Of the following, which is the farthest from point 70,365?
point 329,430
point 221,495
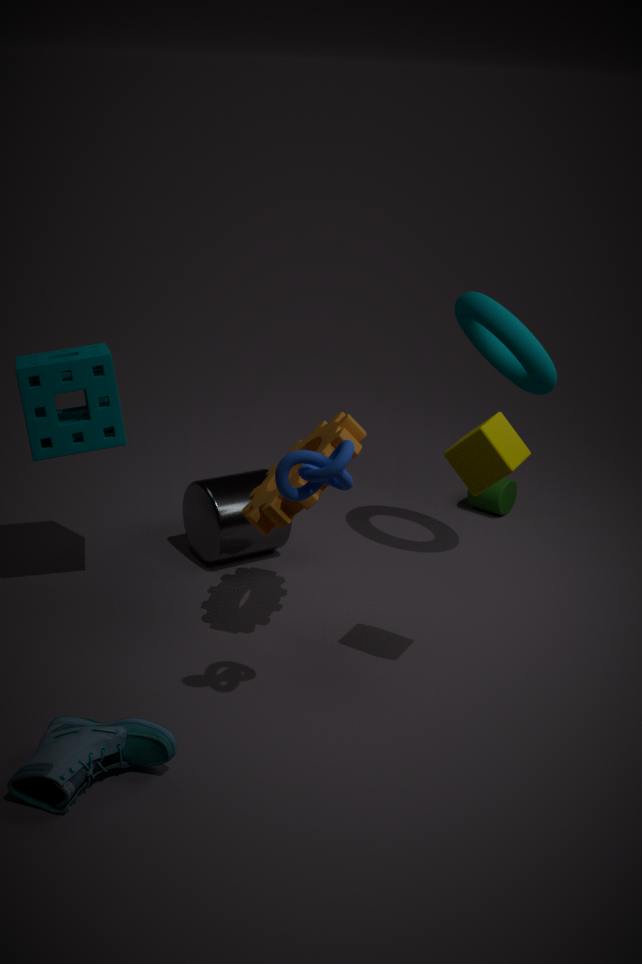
point 329,430
